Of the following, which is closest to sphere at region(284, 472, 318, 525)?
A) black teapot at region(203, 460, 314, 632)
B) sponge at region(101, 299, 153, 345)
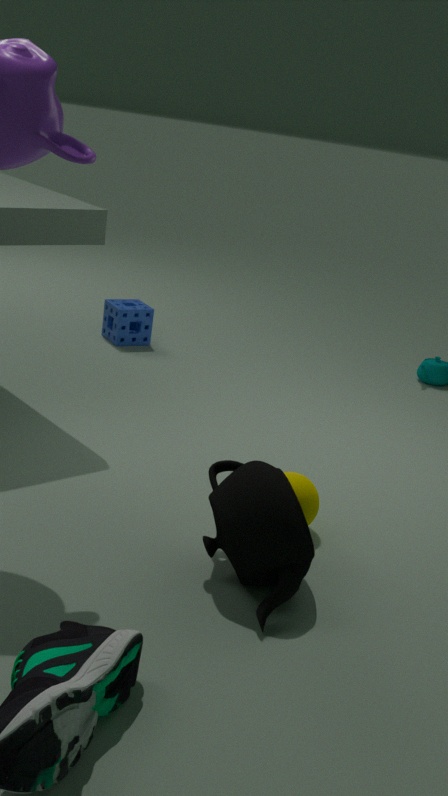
black teapot at region(203, 460, 314, 632)
